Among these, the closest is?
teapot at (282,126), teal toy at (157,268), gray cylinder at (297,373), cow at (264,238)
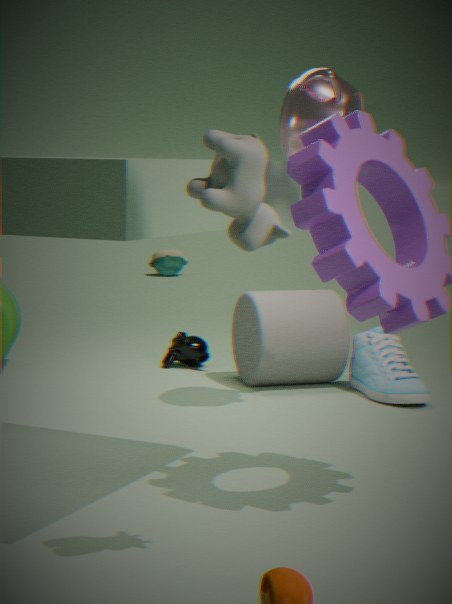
cow at (264,238)
